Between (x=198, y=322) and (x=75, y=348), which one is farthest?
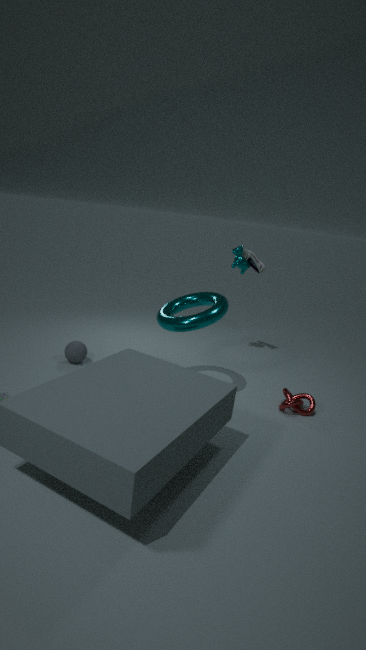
(x=75, y=348)
